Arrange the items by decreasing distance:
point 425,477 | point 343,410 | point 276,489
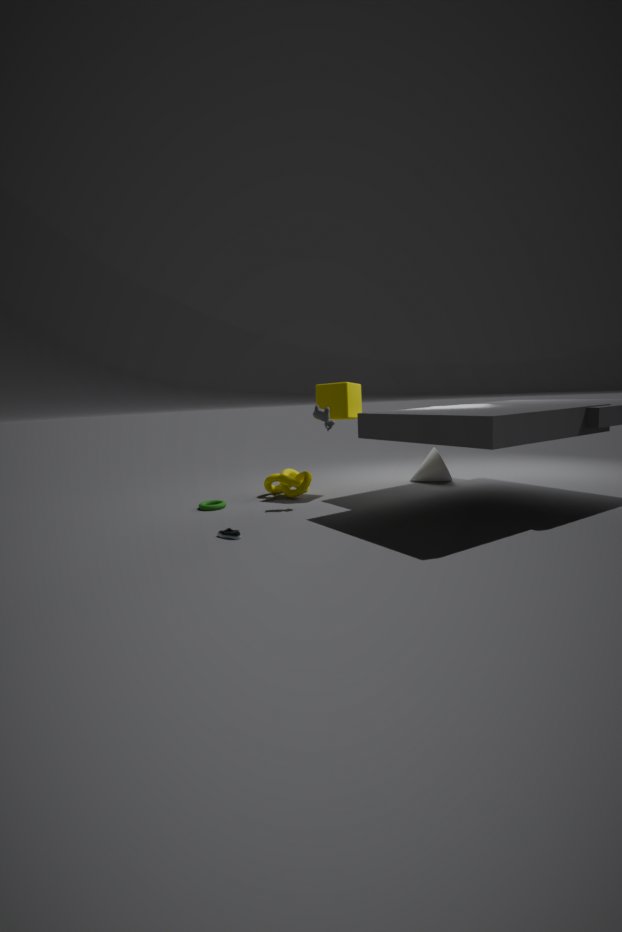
point 425,477
point 276,489
point 343,410
